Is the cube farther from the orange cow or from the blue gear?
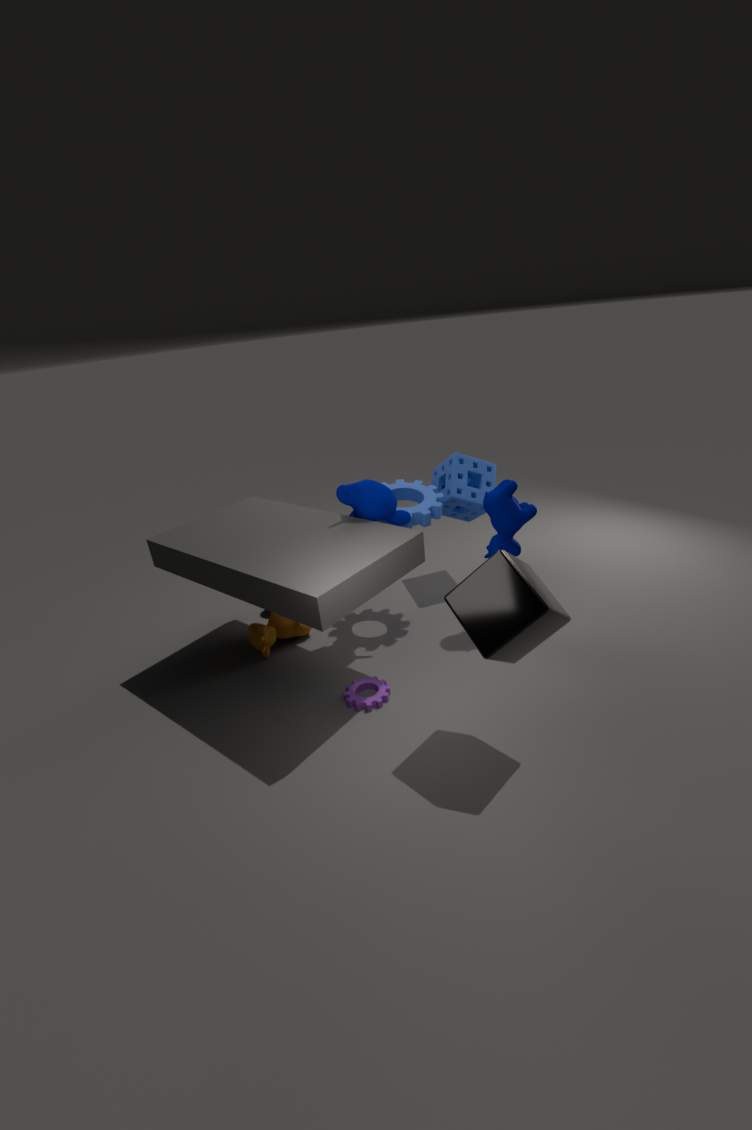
the orange cow
